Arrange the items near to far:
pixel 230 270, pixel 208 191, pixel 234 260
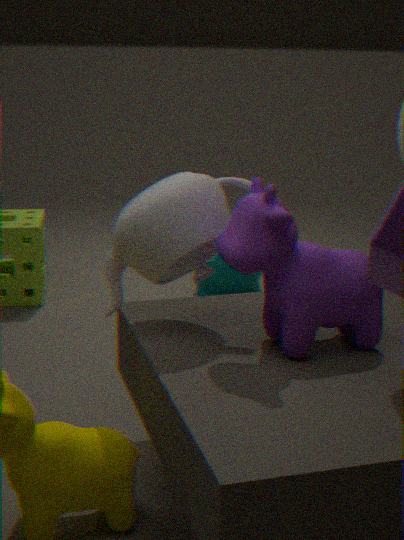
1. pixel 234 260
2. pixel 208 191
3. pixel 230 270
